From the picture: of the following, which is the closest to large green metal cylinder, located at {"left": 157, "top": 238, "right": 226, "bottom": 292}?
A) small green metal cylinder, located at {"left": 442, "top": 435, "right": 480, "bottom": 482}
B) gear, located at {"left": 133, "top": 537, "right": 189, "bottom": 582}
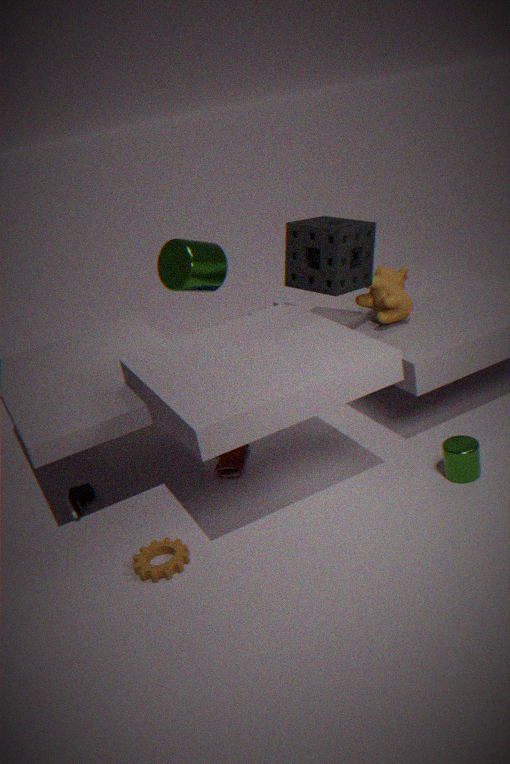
gear, located at {"left": 133, "top": 537, "right": 189, "bottom": 582}
